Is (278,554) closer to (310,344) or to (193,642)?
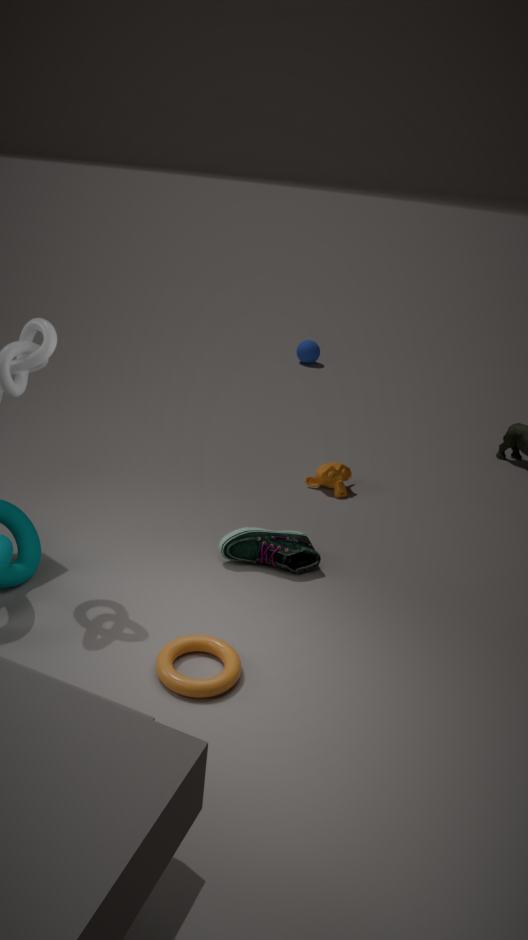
(193,642)
